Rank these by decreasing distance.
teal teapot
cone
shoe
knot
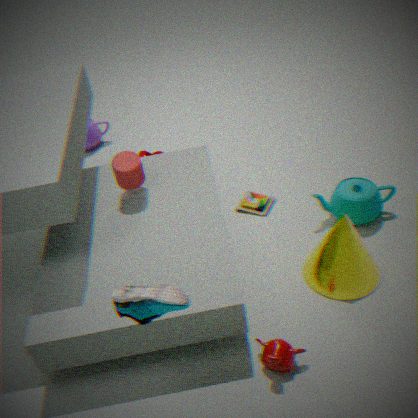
1. knot
2. teal teapot
3. cone
4. shoe
